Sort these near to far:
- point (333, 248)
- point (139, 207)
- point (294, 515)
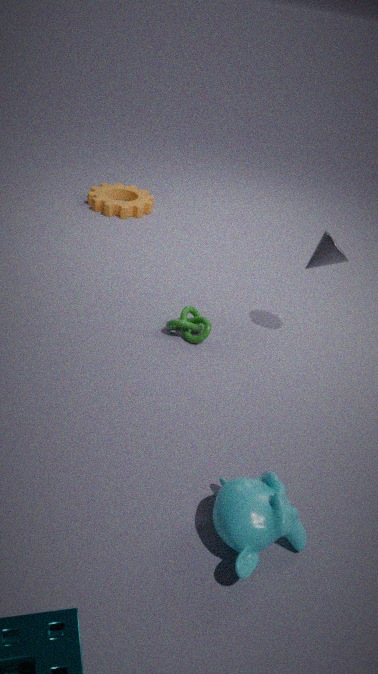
point (294, 515), point (333, 248), point (139, 207)
